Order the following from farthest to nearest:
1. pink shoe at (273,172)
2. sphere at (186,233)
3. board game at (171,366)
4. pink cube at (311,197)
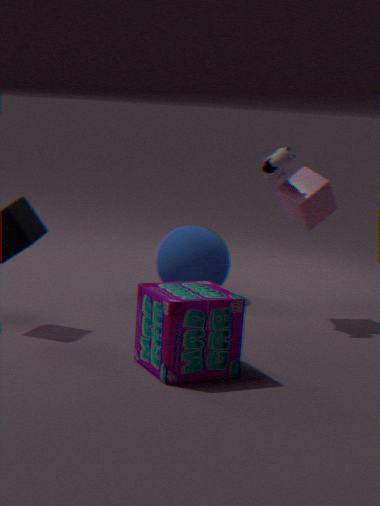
sphere at (186,233) < pink cube at (311,197) < pink shoe at (273,172) < board game at (171,366)
